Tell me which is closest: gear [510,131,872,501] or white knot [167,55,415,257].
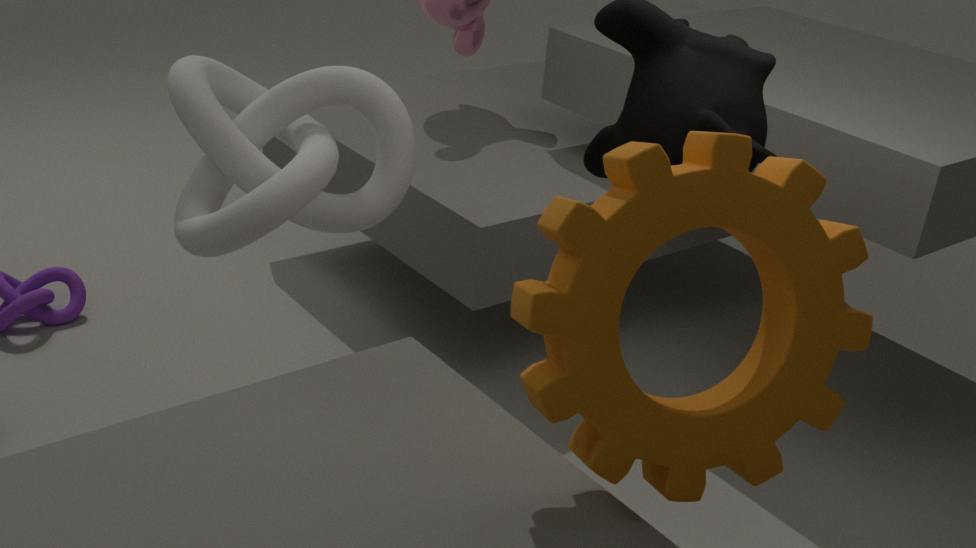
gear [510,131,872,501]
